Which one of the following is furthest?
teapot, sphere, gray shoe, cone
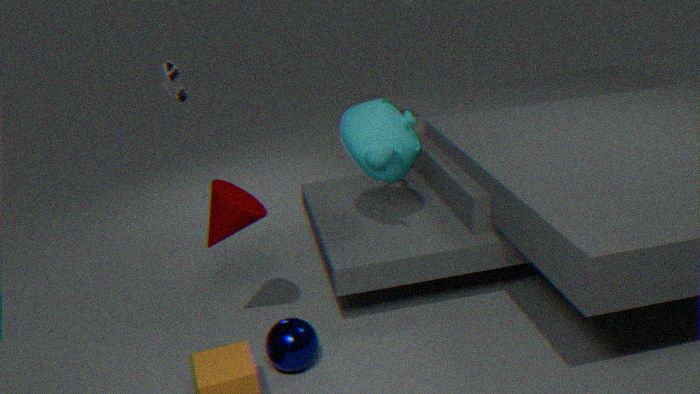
gray shoe
